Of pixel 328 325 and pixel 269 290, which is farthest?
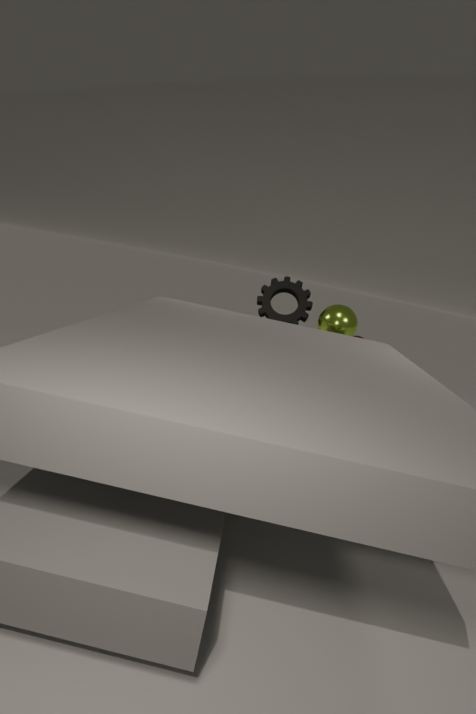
pixel 269 290
